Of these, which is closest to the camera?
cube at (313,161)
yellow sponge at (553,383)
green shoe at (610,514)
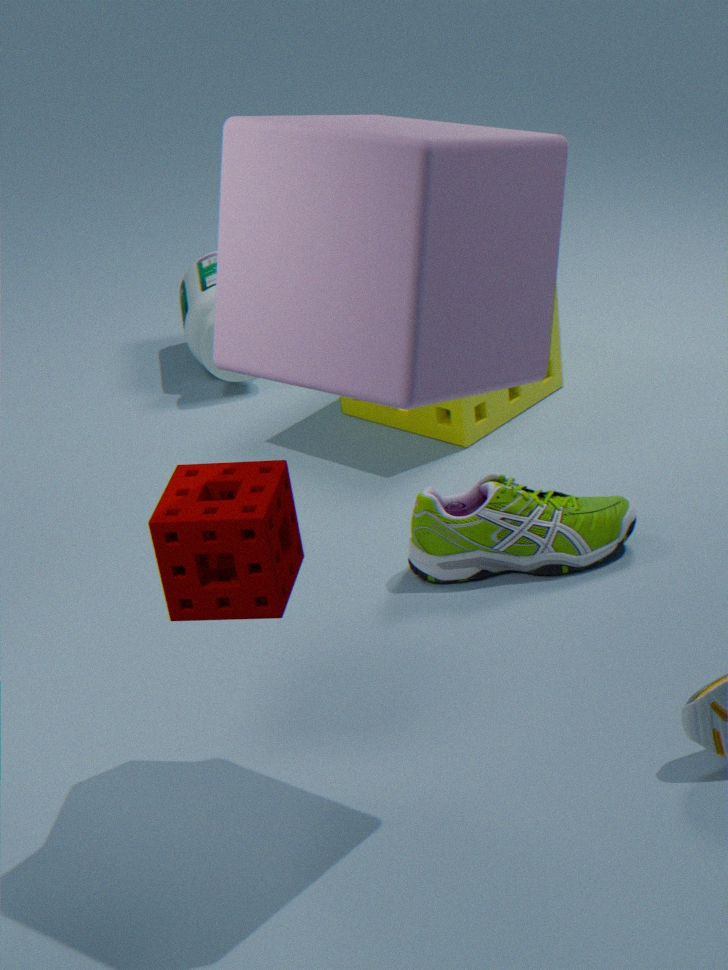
cube at (313,161)
